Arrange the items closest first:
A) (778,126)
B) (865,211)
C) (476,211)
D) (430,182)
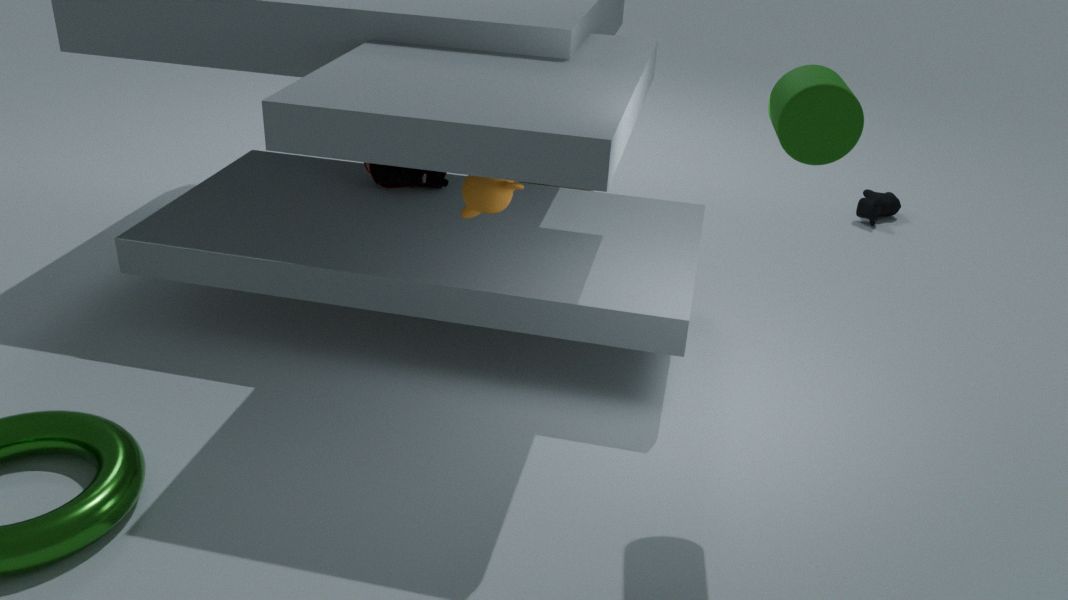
(778,126) → (476,211) → (430,182) → (865,211)
